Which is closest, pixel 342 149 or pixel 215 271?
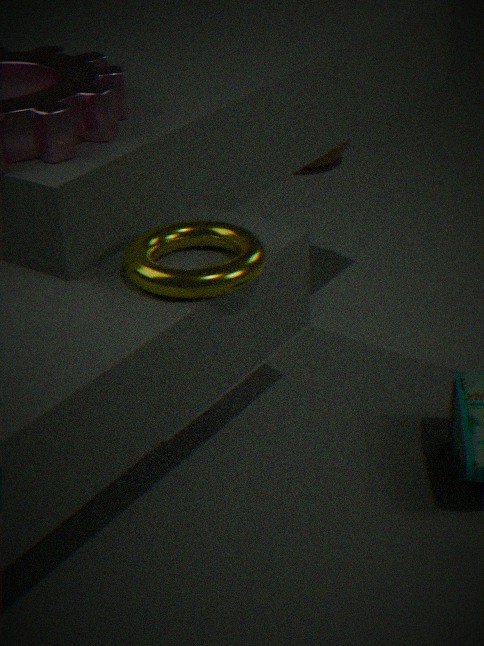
pixel 215 271
